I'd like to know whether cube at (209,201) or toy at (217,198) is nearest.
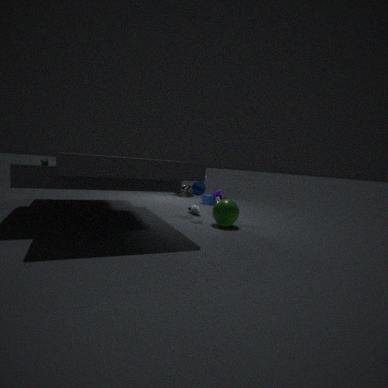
toy at (217,198)
